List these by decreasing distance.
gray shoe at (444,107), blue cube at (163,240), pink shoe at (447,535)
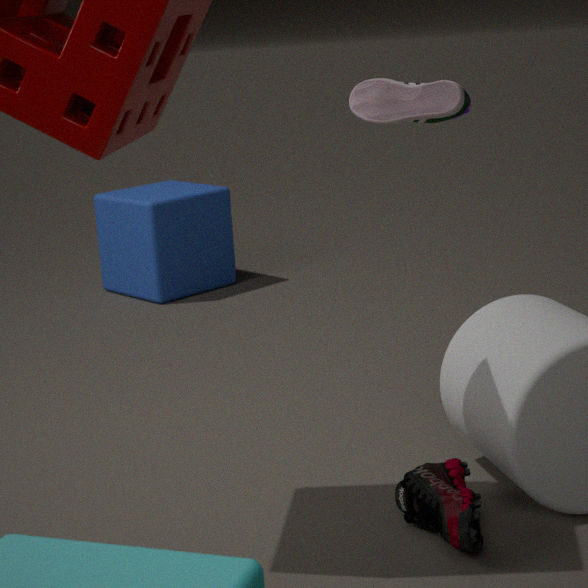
blue cube at (163,240), gray shoe at (444,107), pink shoe at (447,535)
